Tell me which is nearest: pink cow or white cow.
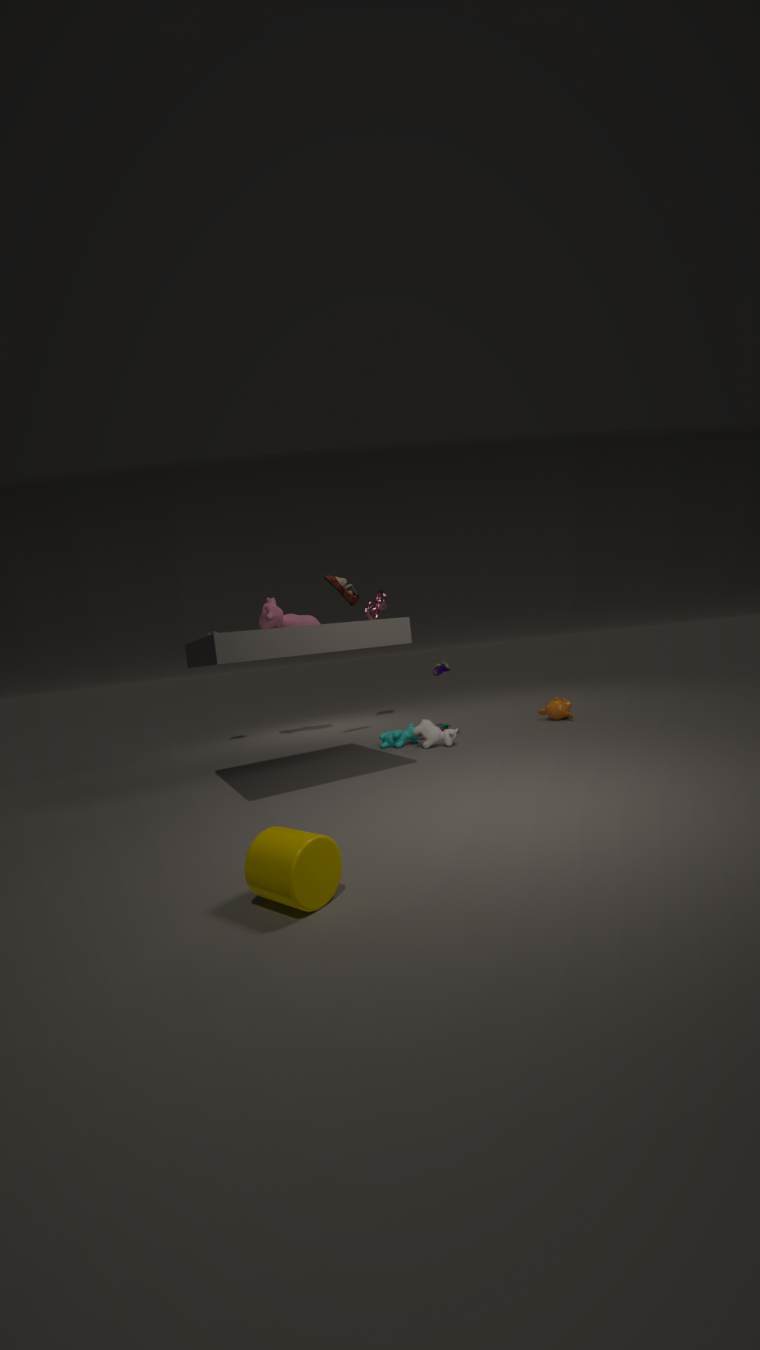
white cow
